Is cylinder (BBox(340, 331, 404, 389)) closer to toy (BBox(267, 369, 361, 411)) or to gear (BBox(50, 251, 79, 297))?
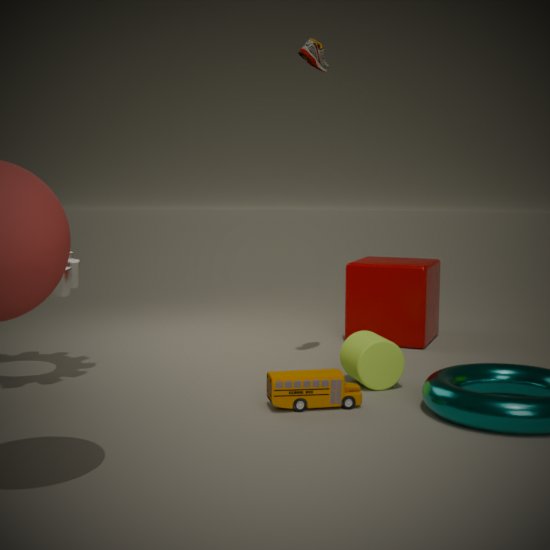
toy (BBox(267, 369, 361, 411))
